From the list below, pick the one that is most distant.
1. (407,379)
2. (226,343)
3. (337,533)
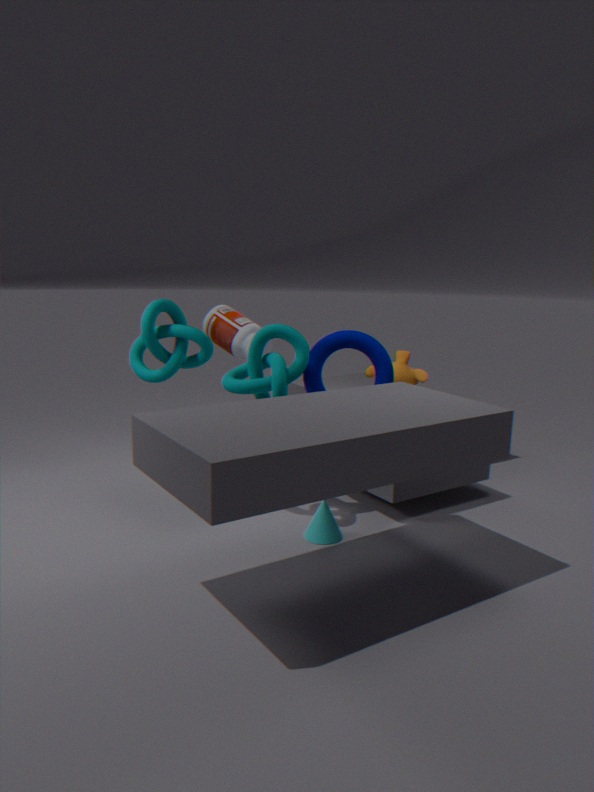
(407,379)
